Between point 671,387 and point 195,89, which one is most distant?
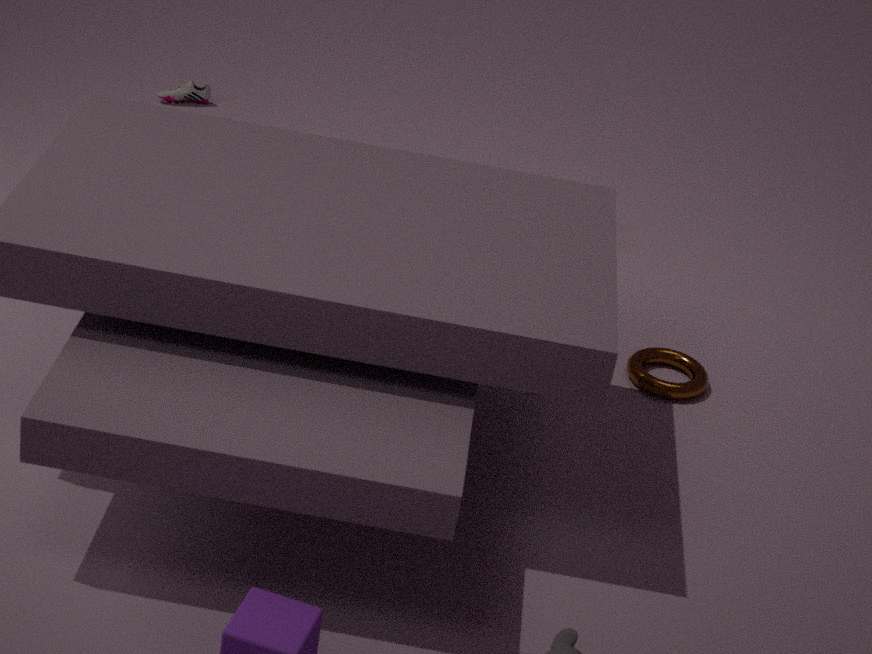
point 195,89
